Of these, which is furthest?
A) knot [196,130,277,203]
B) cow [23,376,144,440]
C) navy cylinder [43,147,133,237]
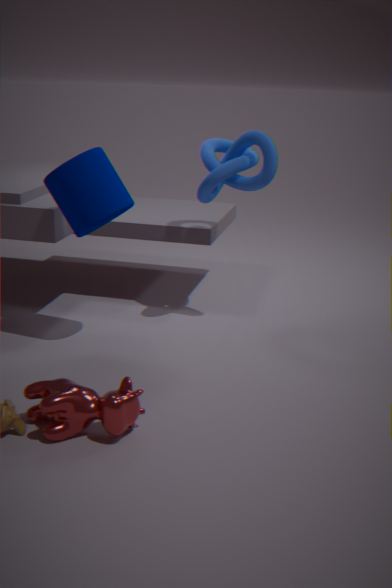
knot [196,130,277,203]
